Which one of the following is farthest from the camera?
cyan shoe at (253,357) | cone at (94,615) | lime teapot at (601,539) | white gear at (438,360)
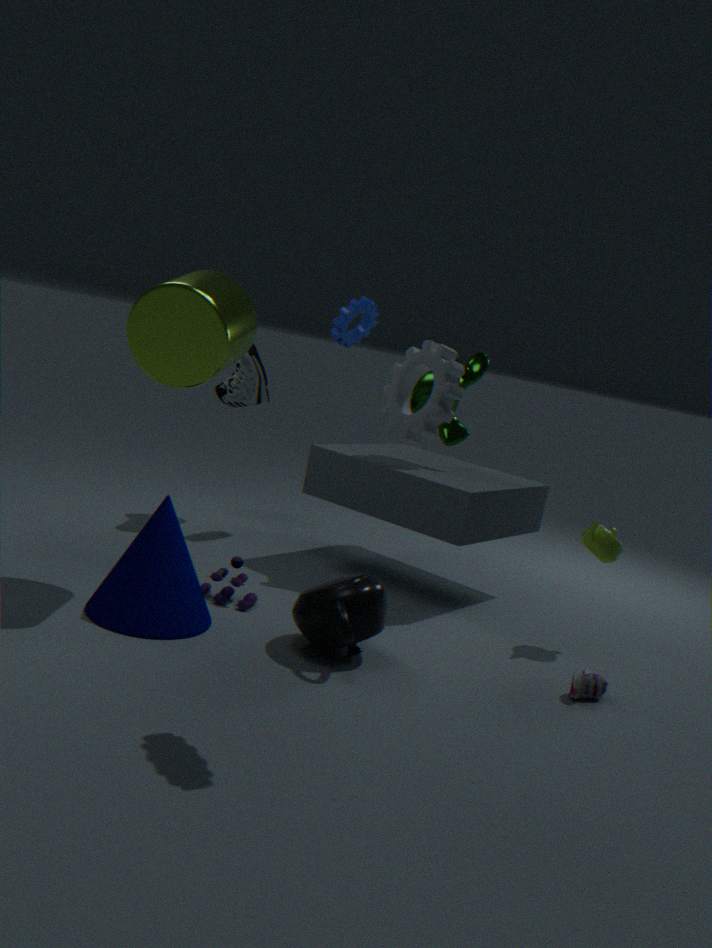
cyan shoe at (253,357)
